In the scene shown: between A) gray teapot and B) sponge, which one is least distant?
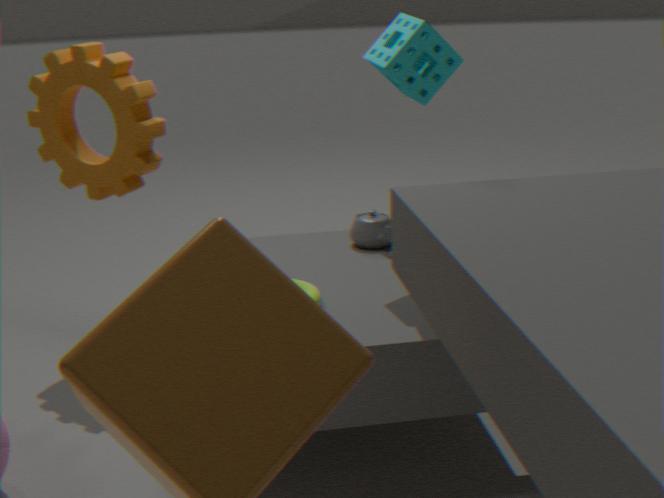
B. sponge
